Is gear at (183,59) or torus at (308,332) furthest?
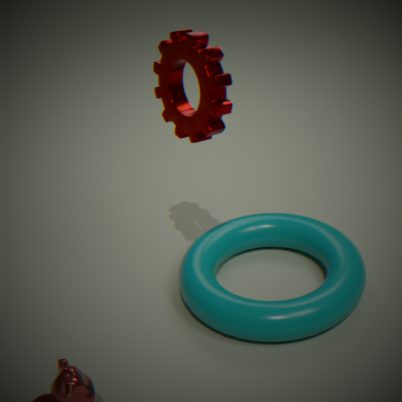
torus at (308,332)
